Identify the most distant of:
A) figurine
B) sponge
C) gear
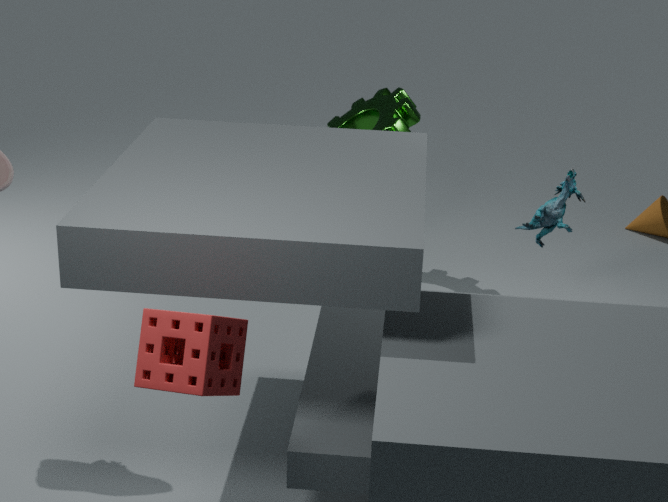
gear
